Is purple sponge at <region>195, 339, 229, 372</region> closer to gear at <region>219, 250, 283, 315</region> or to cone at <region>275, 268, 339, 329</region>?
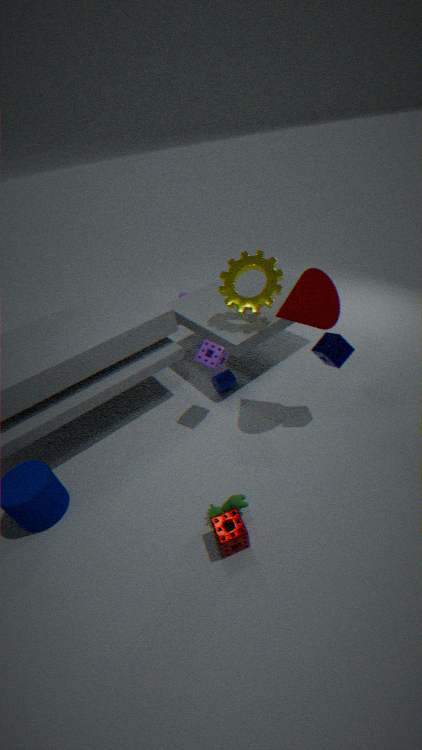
gear at <region>219, 250, 283, 315</region>
